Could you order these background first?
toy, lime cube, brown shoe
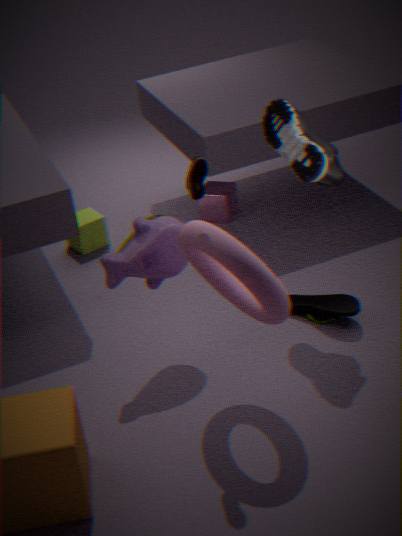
1. lime cube
2. toy
3. brown shoe
